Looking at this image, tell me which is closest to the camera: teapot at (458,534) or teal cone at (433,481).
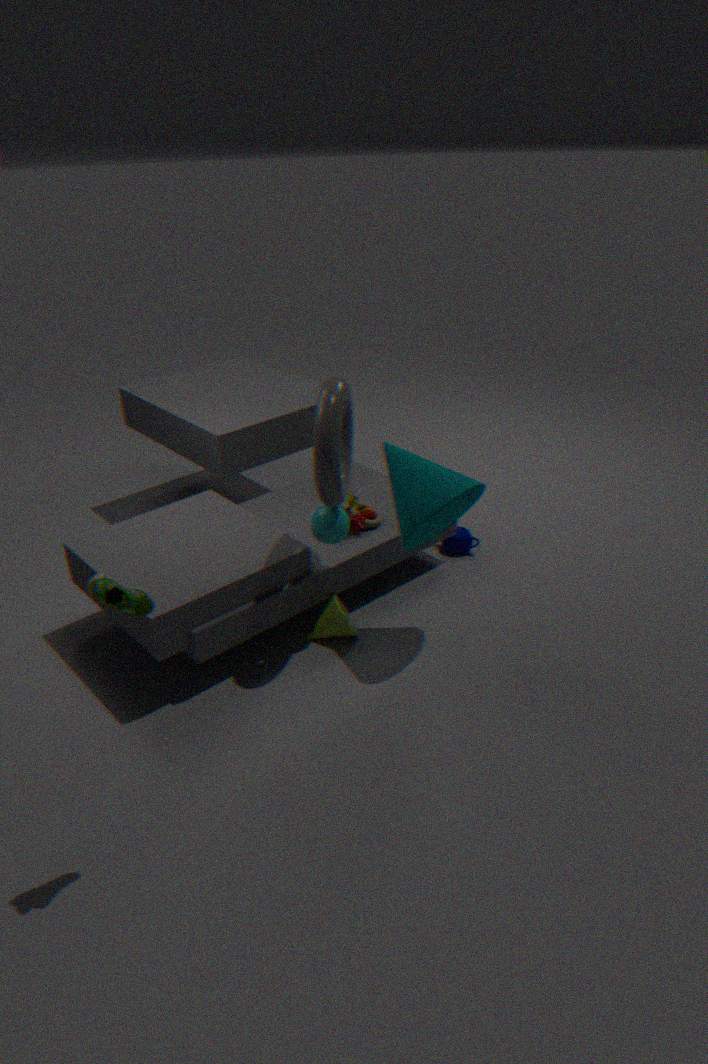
teal cone at (433,481)
